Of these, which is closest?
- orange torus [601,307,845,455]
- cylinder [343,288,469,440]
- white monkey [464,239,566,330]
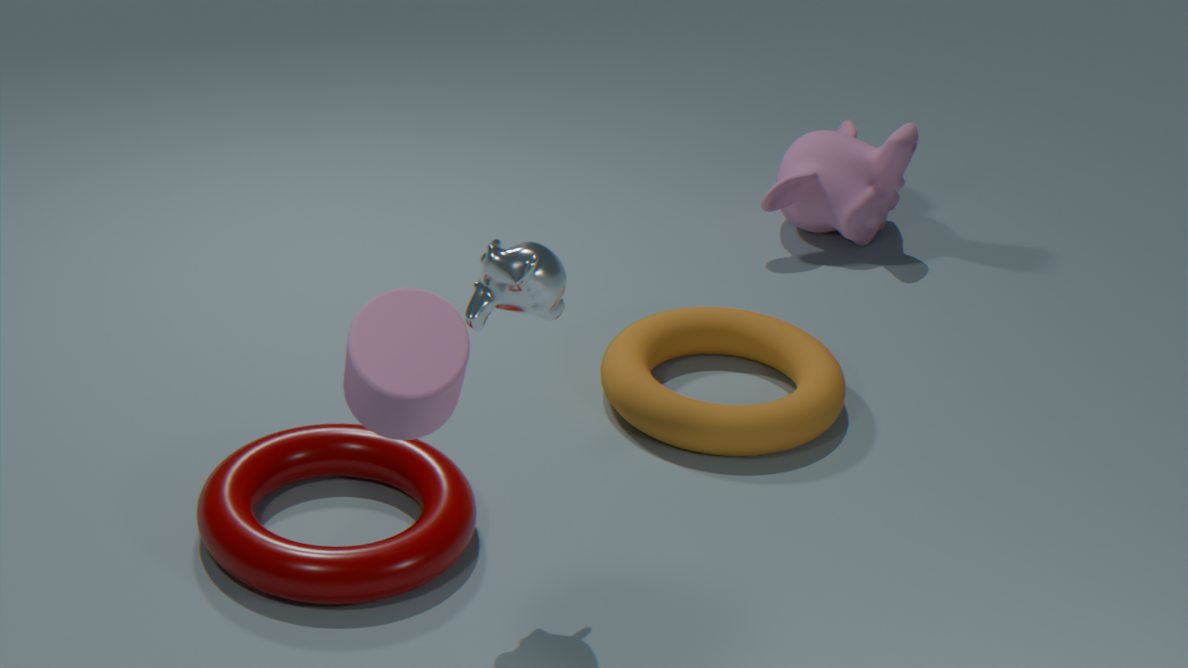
cylinder [343,288,469,440]
